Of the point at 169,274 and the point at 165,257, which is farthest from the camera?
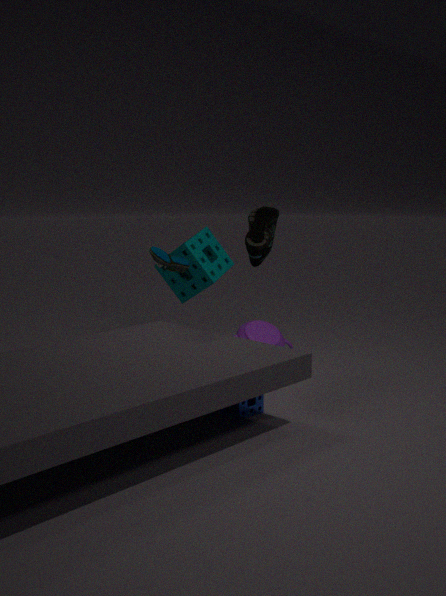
the point at 169,274
